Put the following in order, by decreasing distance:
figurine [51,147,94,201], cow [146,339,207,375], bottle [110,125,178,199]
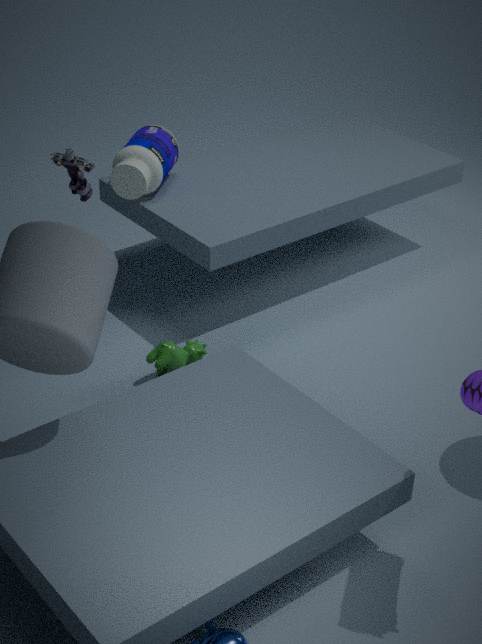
bottle [110,125,178,199]
cow [146,339,207,375]
figurine [51,147,94,201]
